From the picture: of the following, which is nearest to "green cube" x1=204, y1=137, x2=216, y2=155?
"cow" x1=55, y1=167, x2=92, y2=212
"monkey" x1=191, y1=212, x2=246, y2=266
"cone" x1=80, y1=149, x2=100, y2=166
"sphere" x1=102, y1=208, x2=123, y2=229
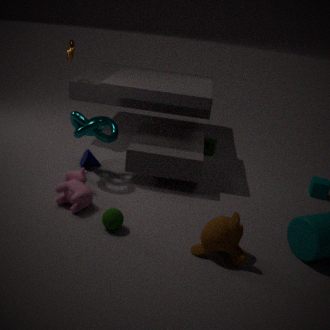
"cone" x1=80, y1=149, x2=100, y2=166
